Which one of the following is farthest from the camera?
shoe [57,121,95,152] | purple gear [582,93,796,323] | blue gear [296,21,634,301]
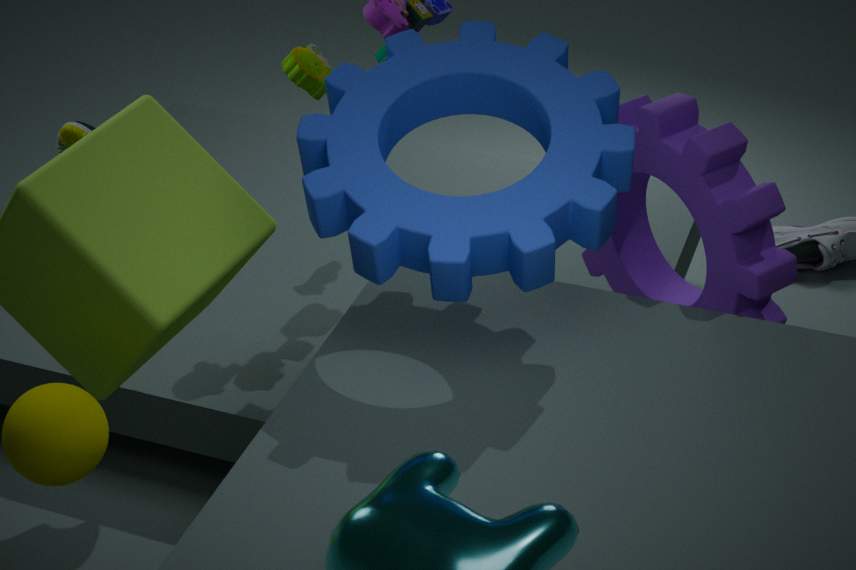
shoe [57,121,95,152]
